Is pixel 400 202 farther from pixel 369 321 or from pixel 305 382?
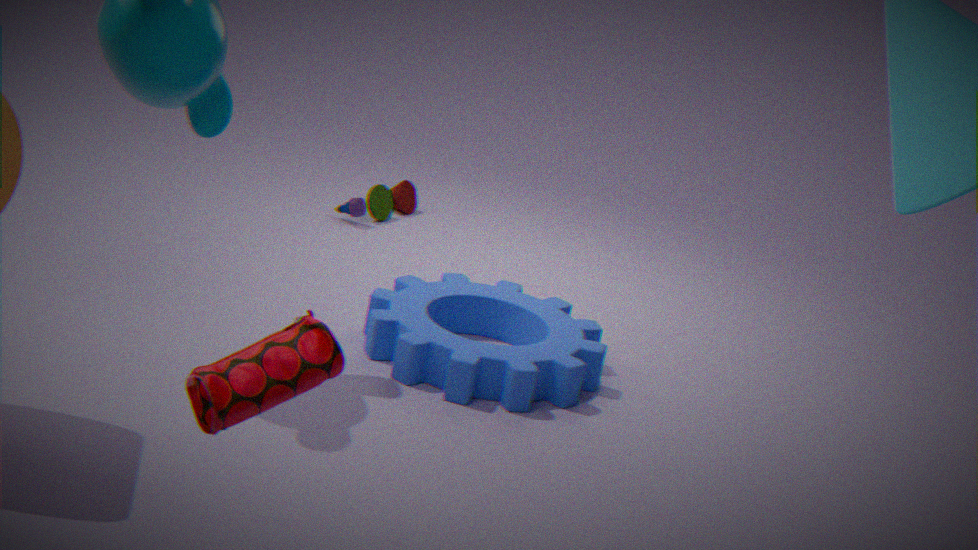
pixel 305 382
